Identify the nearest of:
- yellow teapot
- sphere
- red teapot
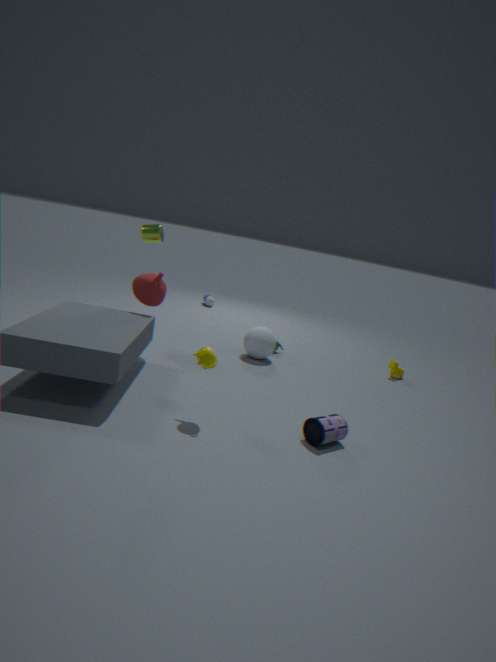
yellow teapot
